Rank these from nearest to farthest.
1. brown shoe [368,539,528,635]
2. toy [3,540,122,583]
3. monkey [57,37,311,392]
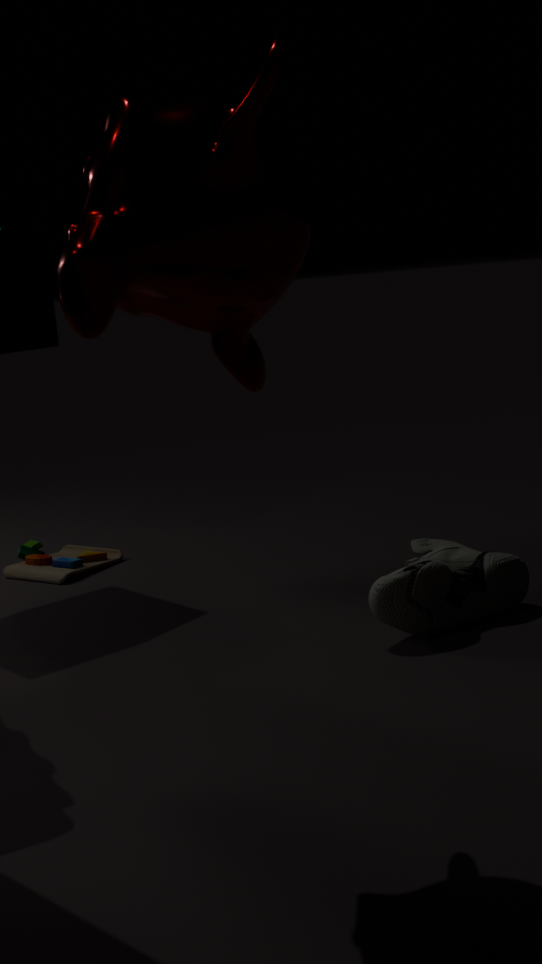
1. monkey [57,37,311,392]
2. brown shoe [368,539,528,635]
3. toy [3,540,122,583]
